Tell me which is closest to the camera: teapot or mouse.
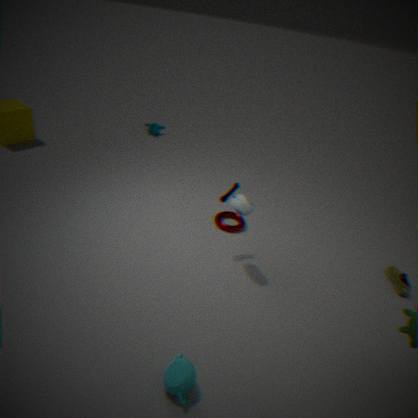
teapot
